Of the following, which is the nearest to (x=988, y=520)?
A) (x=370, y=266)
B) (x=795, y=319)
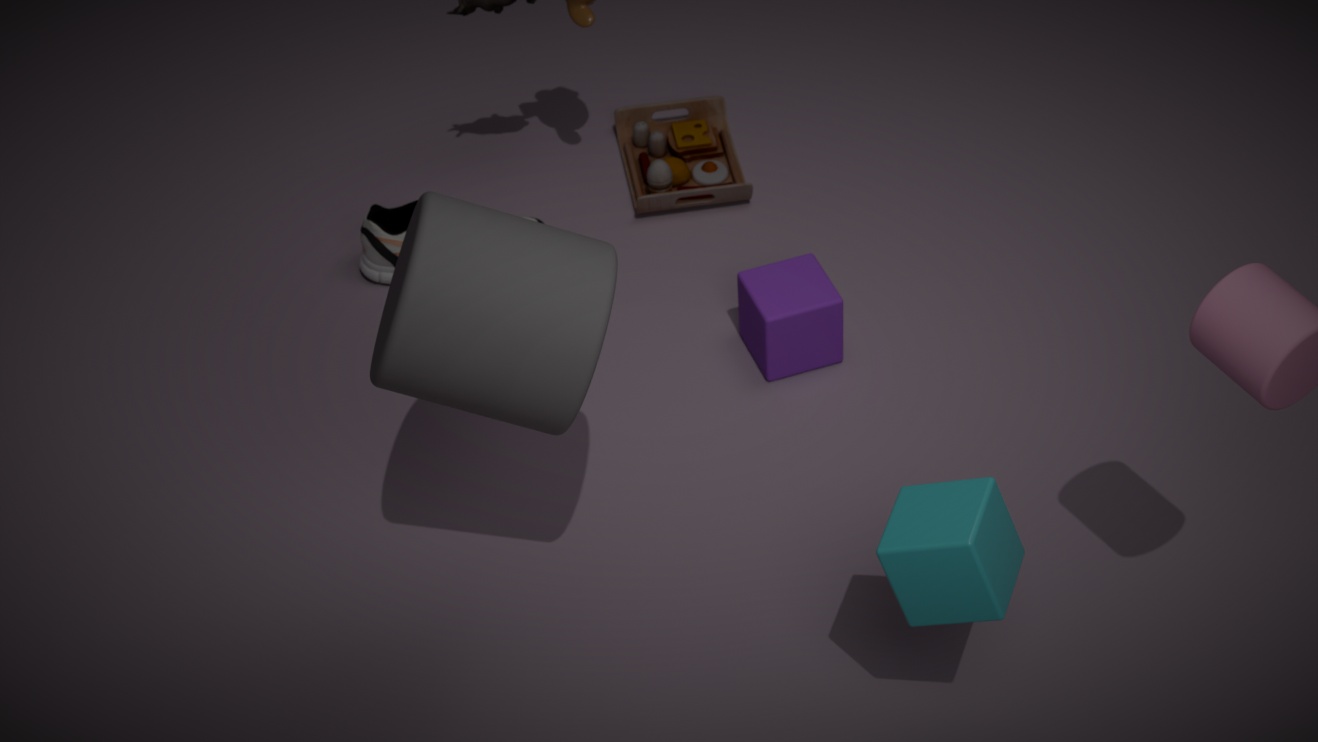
(x=795, y=319)
